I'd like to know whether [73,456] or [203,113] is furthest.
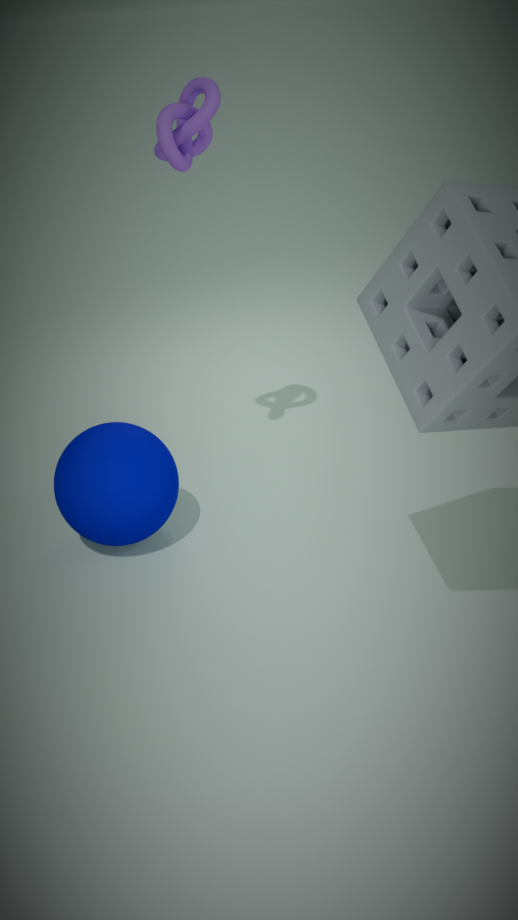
[73,456]
